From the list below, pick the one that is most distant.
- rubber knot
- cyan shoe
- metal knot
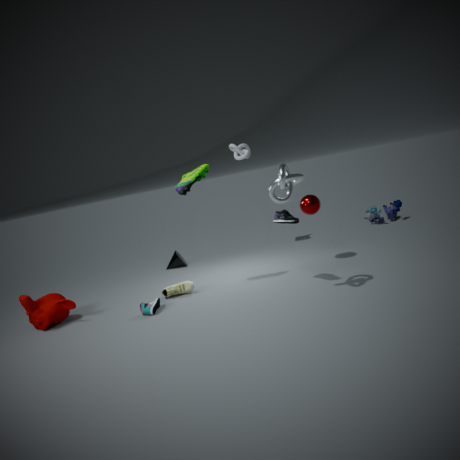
rubber knot
